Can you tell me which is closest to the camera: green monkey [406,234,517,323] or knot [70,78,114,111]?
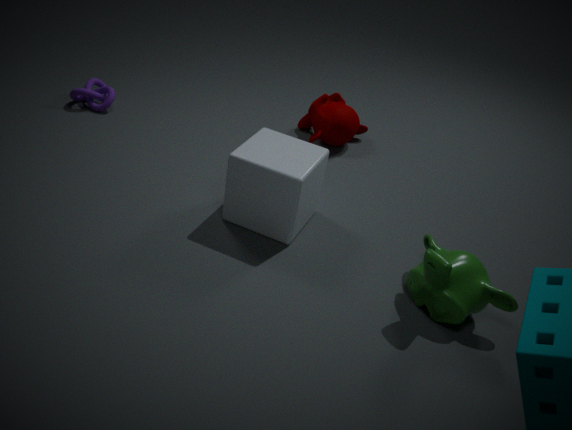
green monkey [406,234,517,323]
